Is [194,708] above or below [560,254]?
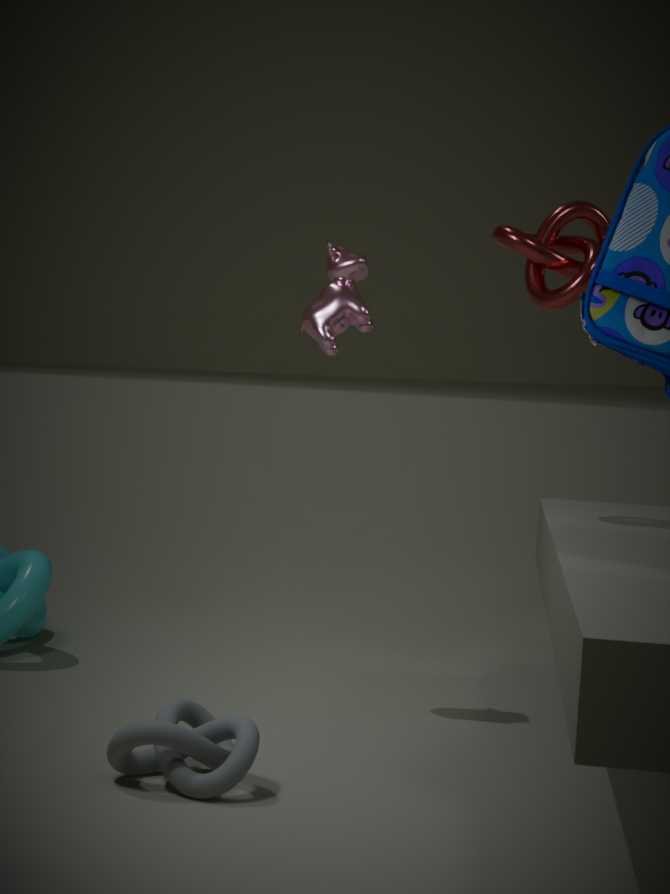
below
